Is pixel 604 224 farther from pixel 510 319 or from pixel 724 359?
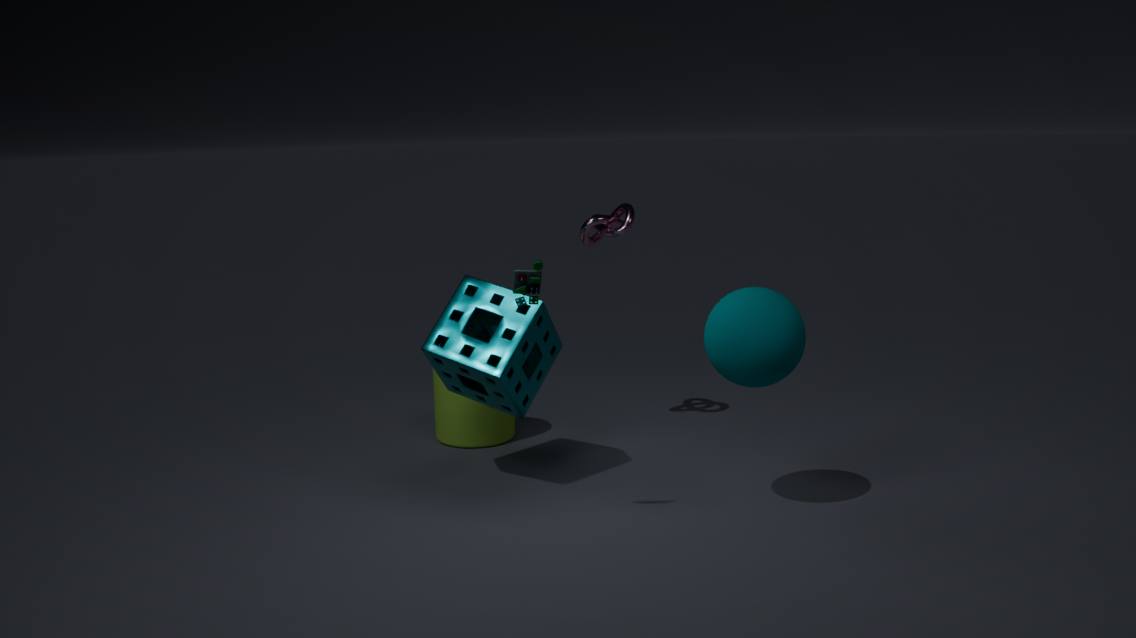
pixel 724 359
